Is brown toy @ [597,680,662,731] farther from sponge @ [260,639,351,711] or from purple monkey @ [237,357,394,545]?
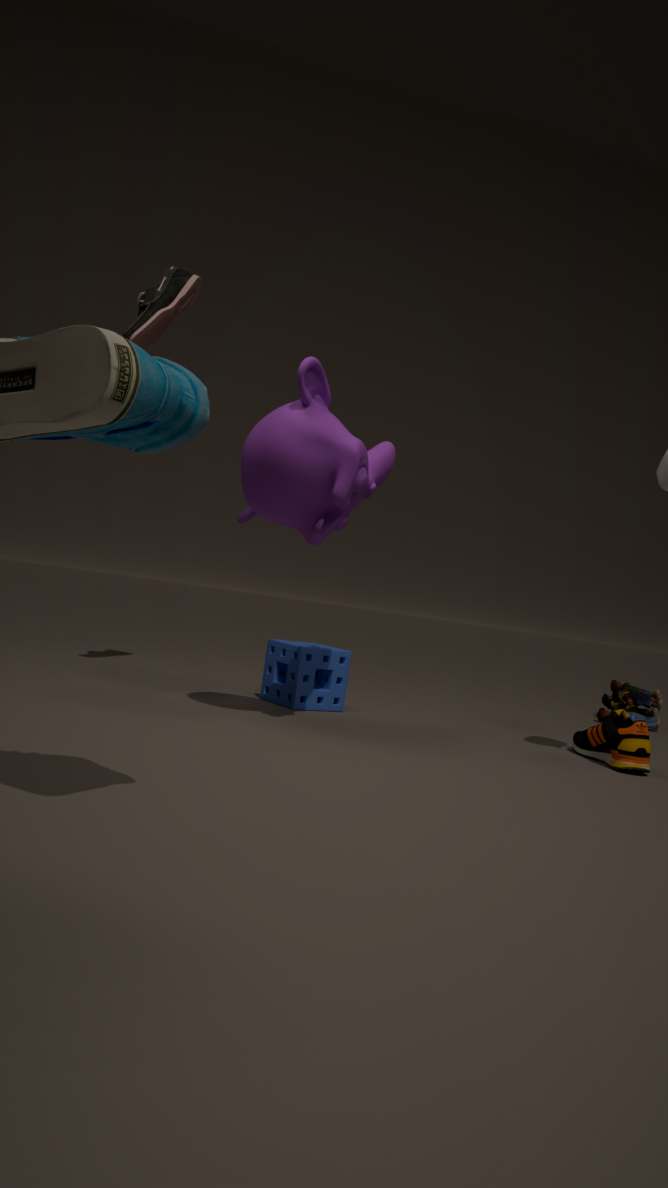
purple monkey @ [237,357,394,545]
